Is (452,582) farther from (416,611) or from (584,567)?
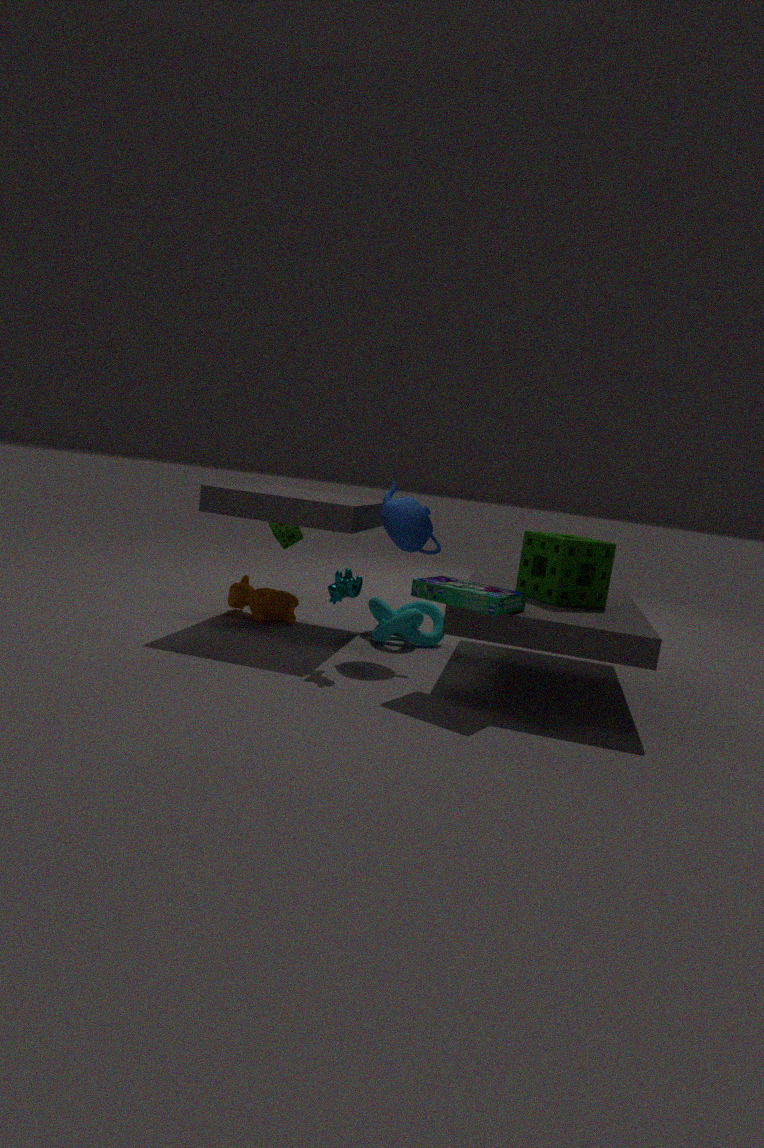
(416,611)
